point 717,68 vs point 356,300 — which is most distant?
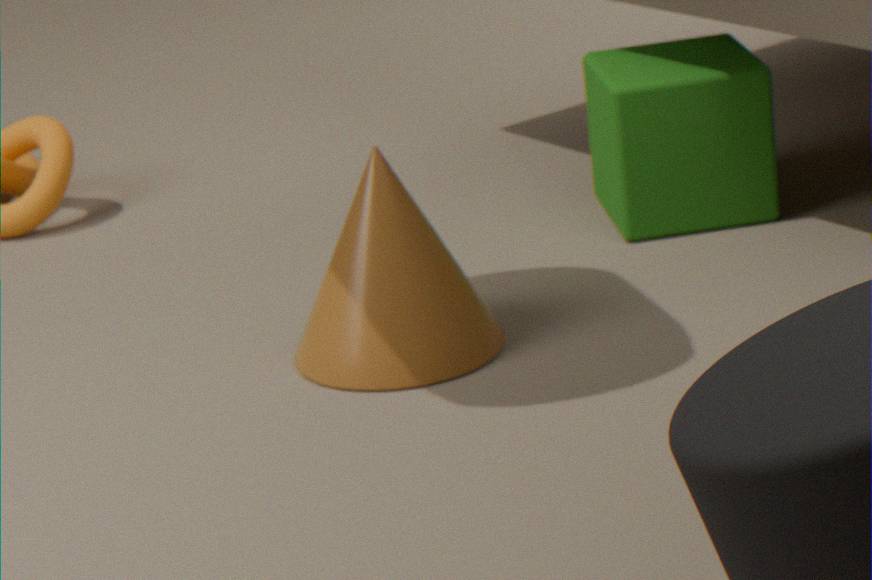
point 717,68
